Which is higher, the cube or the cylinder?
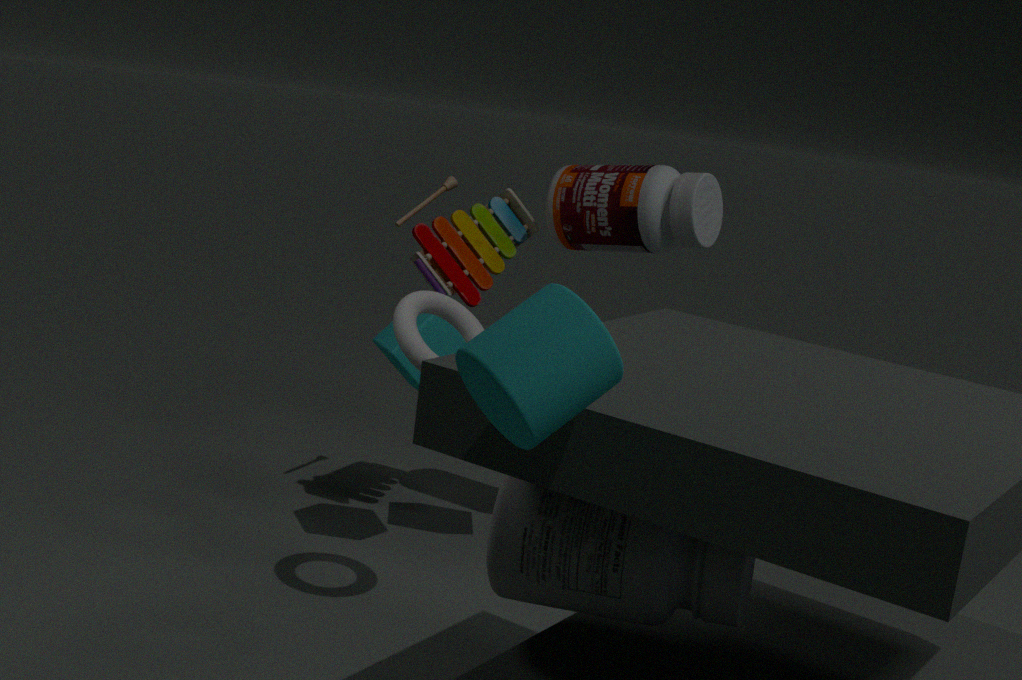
the cylinder
